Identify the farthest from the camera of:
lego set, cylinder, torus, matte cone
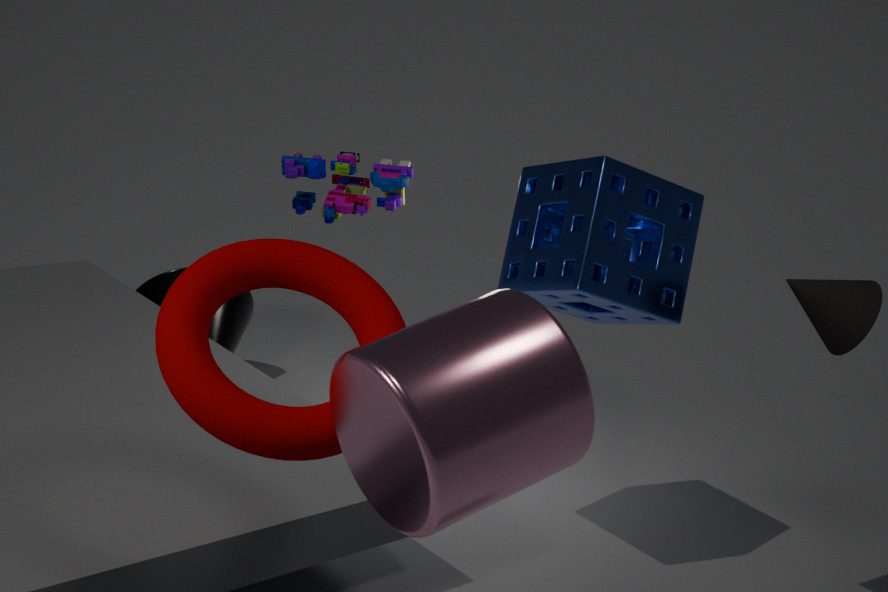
lego set
